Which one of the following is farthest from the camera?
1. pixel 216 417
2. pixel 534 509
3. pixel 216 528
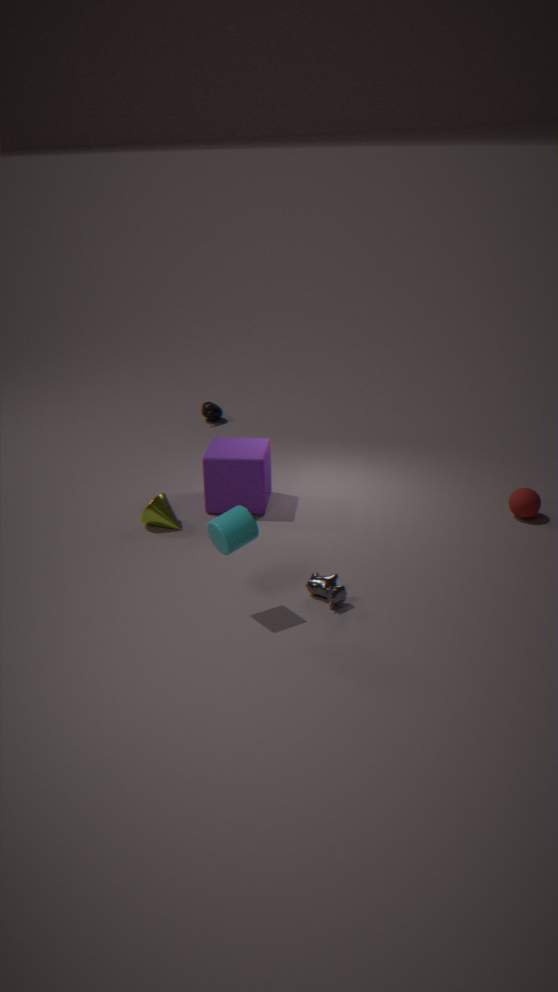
pixel 216 417
